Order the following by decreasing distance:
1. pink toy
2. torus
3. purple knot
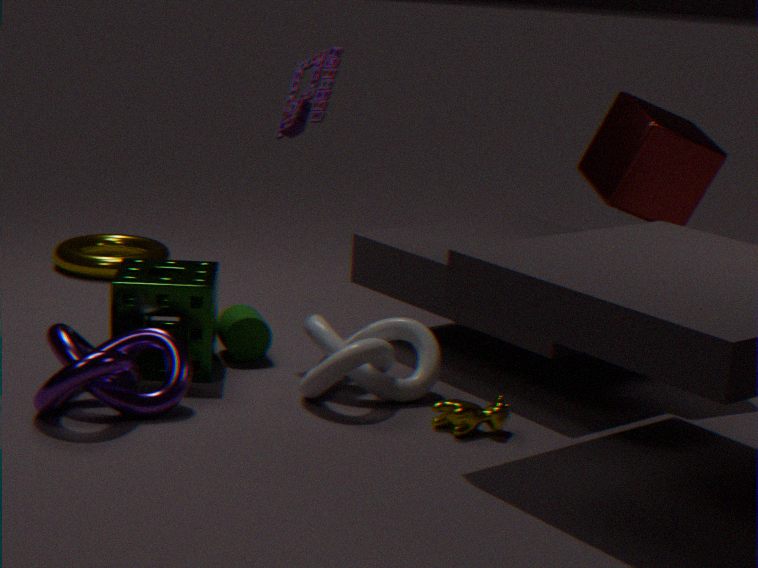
1. torus
2. pink toy
3. purple knot
